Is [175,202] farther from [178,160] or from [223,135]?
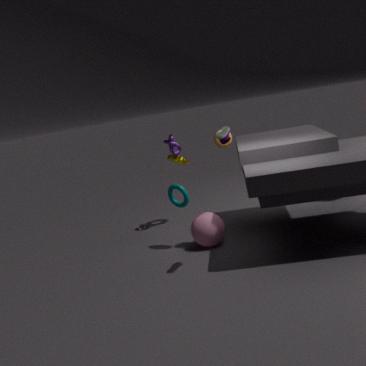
[223,135]
